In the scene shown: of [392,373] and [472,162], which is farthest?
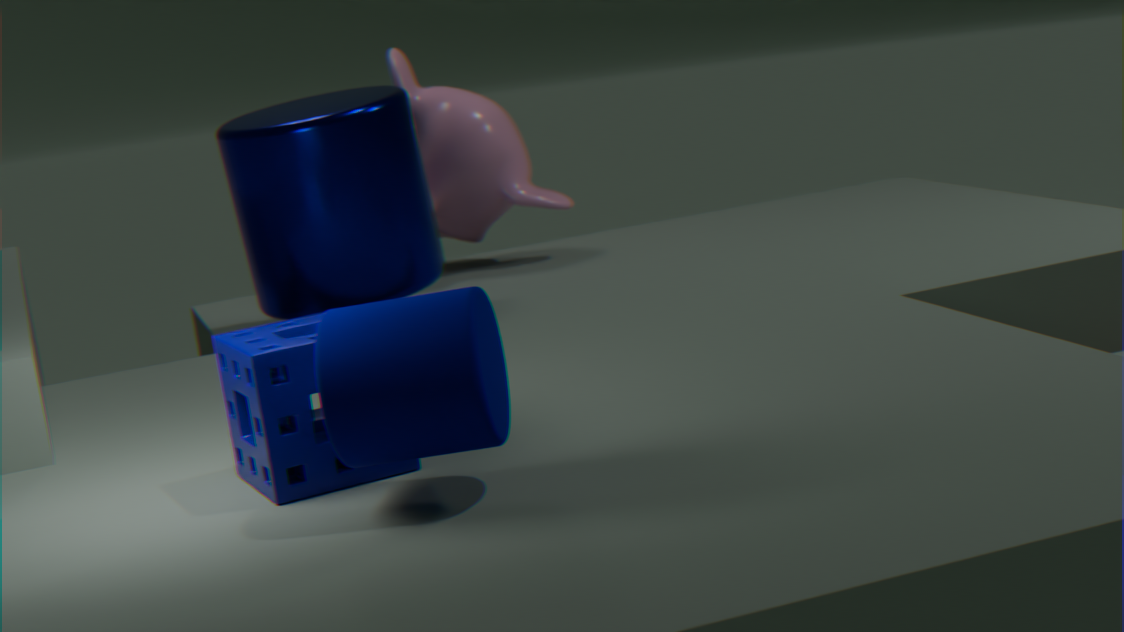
[472,162]
